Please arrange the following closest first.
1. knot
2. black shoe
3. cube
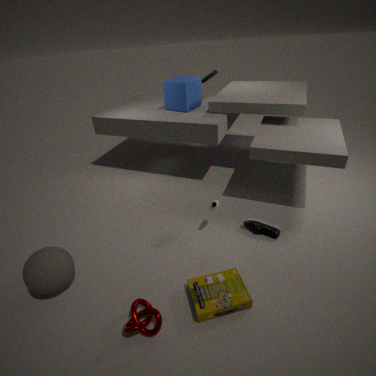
knot → black shoe → cube
